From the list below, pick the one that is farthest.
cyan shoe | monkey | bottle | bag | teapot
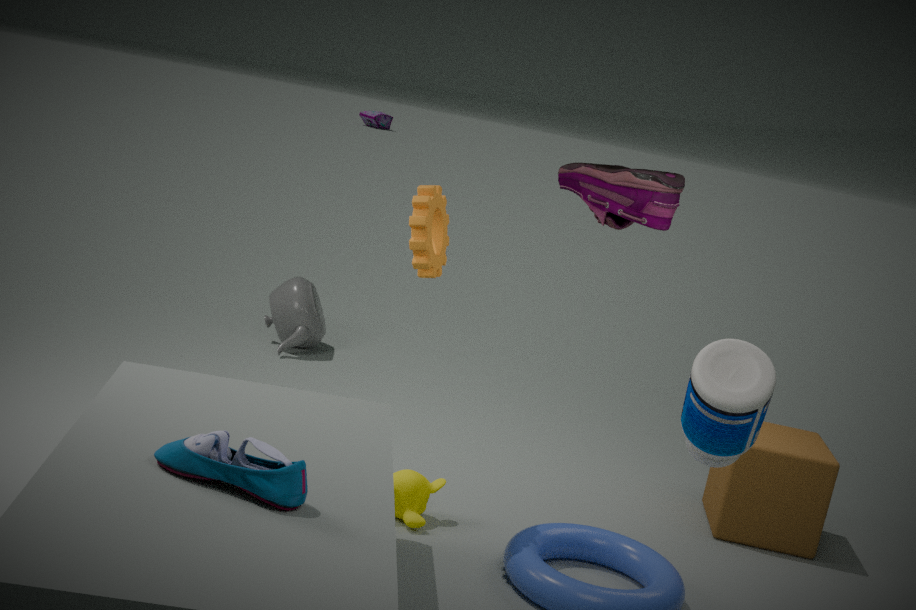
bag
